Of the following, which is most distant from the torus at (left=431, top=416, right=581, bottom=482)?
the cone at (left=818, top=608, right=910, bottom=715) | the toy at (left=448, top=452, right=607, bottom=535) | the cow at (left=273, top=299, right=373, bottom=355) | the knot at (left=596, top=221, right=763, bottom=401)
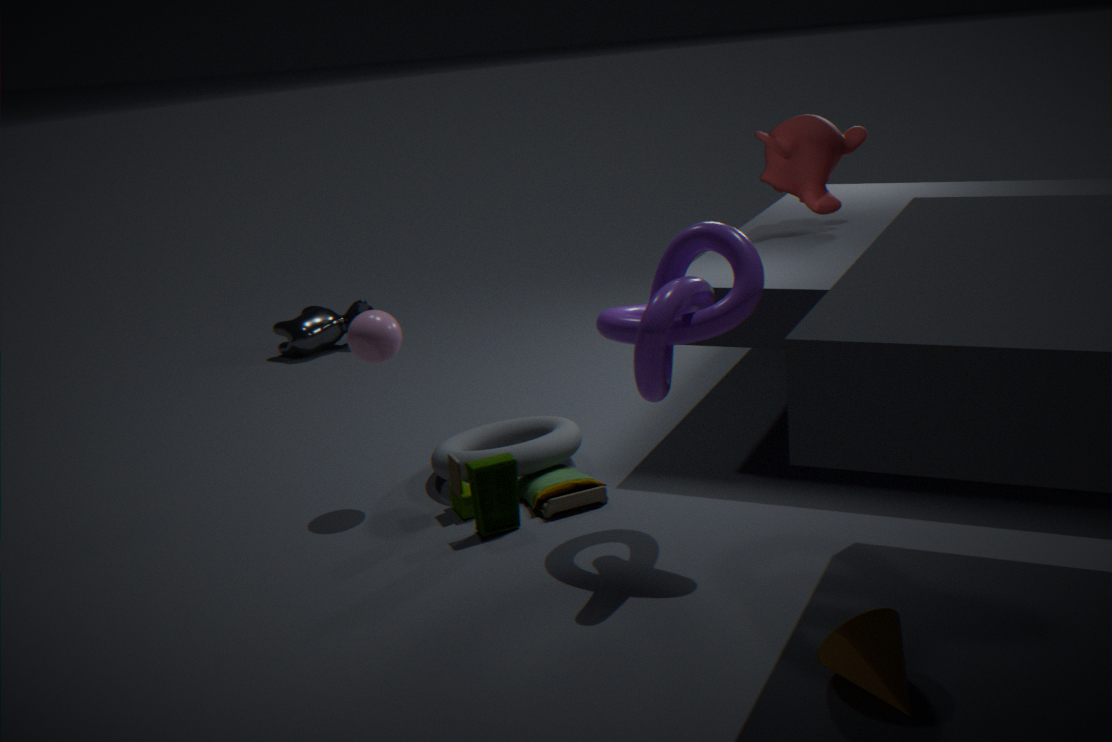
the cow at (left=273, top=299, right=373, bottom=355)
